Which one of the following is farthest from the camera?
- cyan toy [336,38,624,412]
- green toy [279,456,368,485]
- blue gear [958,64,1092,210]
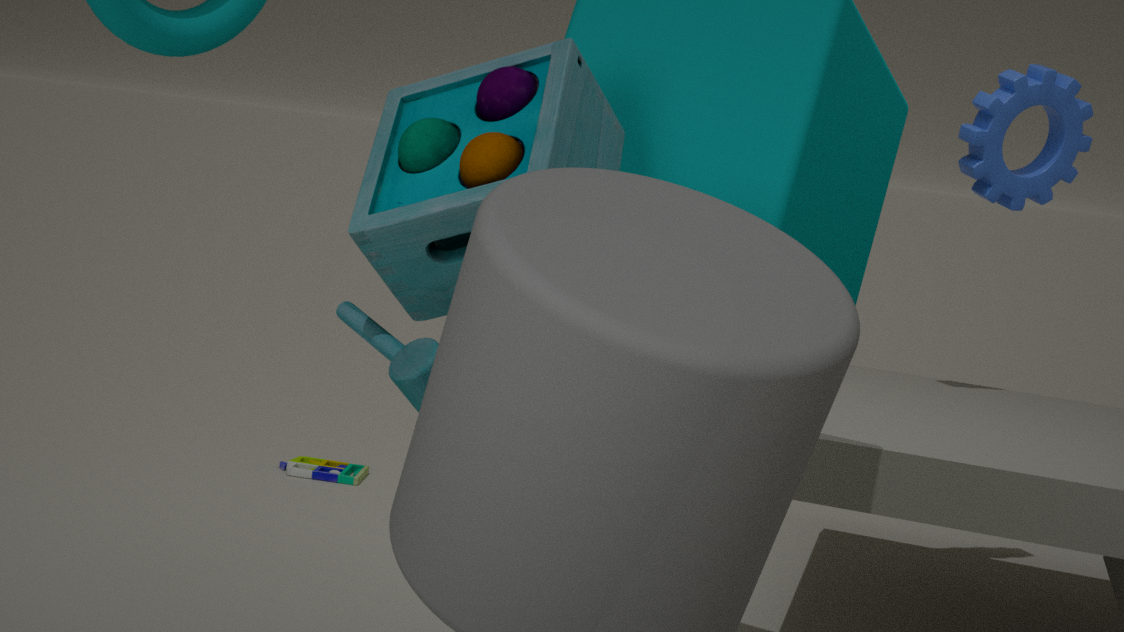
green toy [279,456,368,485]
